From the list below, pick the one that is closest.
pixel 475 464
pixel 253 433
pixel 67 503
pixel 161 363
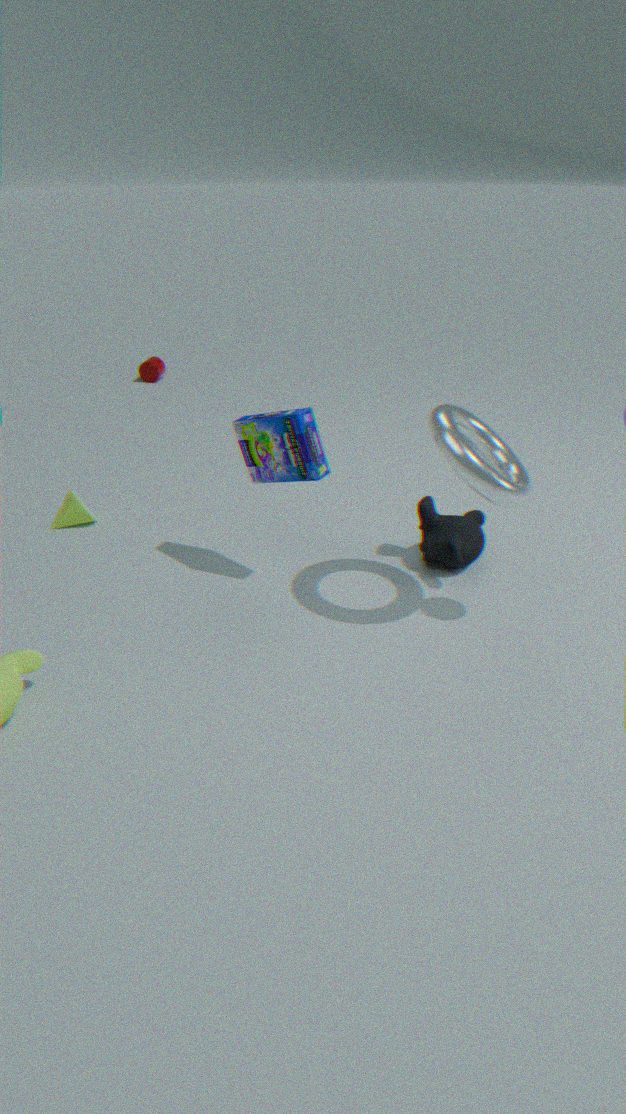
pixel 475 464
